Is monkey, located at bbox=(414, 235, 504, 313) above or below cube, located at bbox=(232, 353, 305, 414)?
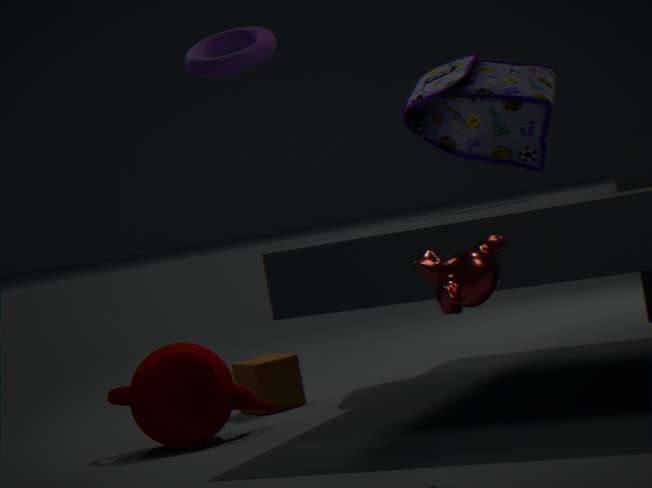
above
